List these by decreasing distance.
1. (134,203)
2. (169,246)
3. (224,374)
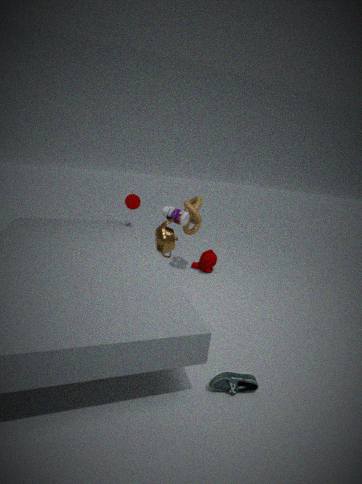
(134,203)
(169,246)
(224,374)
